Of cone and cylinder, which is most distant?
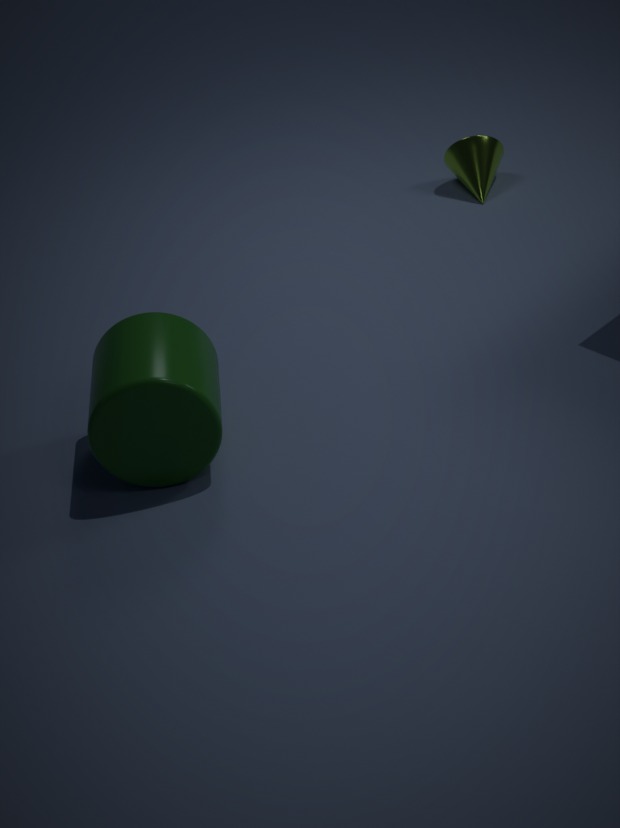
cone
